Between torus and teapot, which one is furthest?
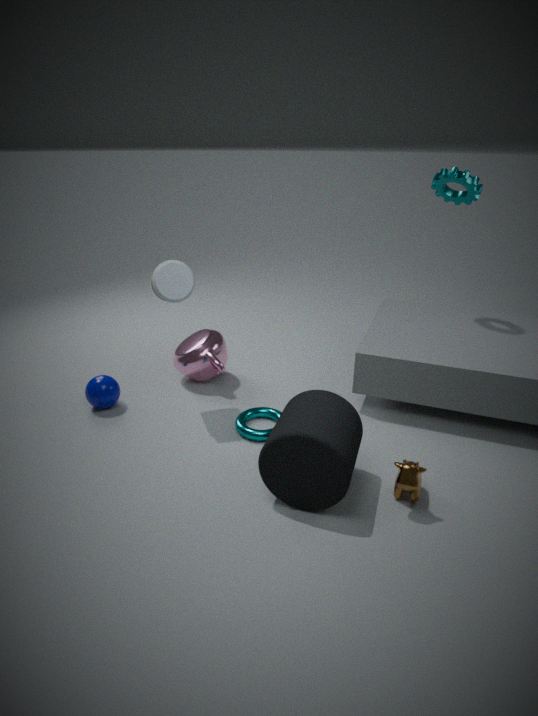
teapot
